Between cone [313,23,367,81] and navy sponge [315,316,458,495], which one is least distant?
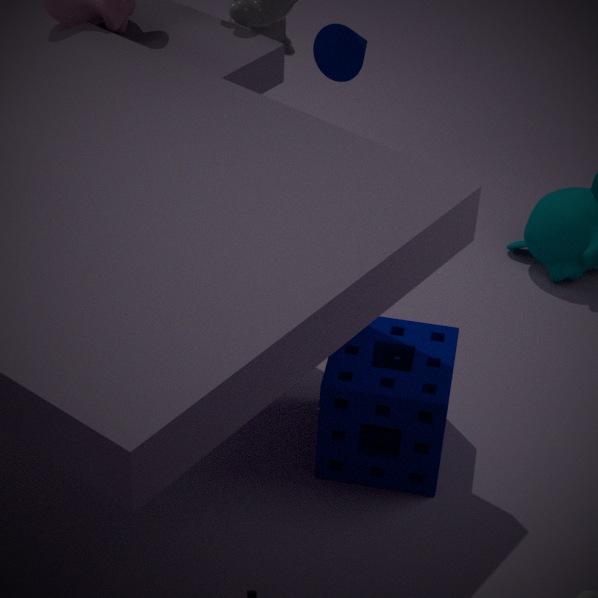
navy sponge [315,316,458,495]
